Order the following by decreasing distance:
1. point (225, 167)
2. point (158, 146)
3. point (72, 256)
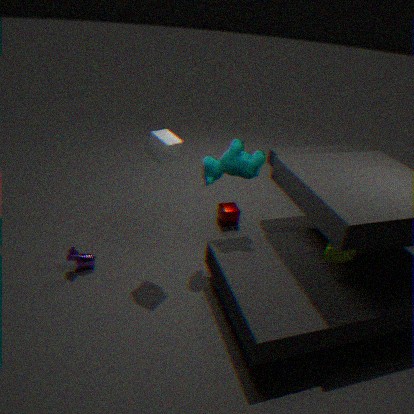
point (72, 256), point (225, 167), point (158, 146)
